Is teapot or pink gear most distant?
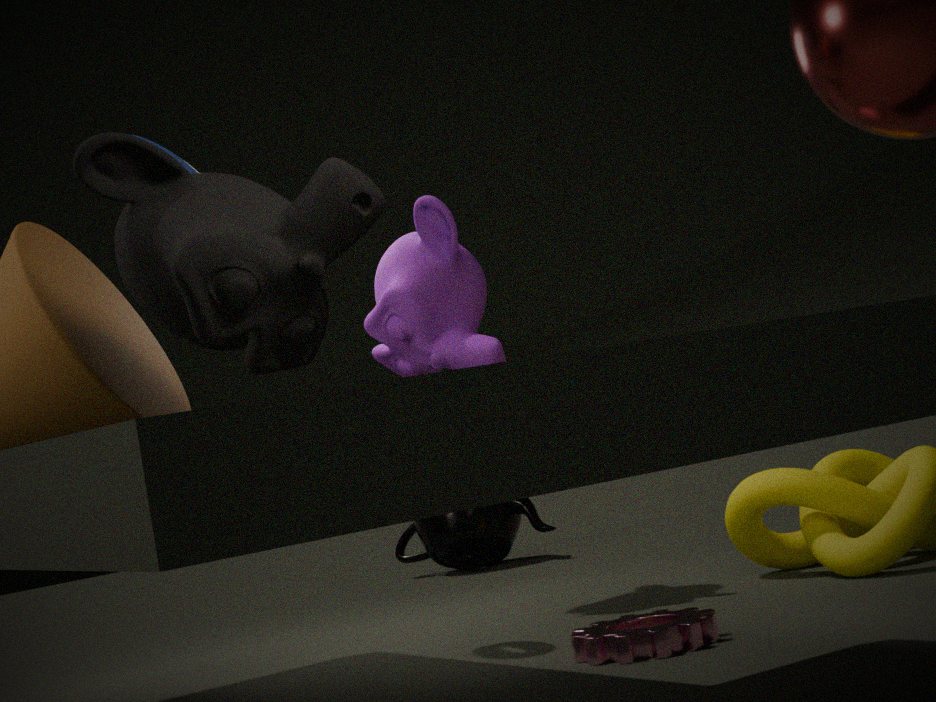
teapot
